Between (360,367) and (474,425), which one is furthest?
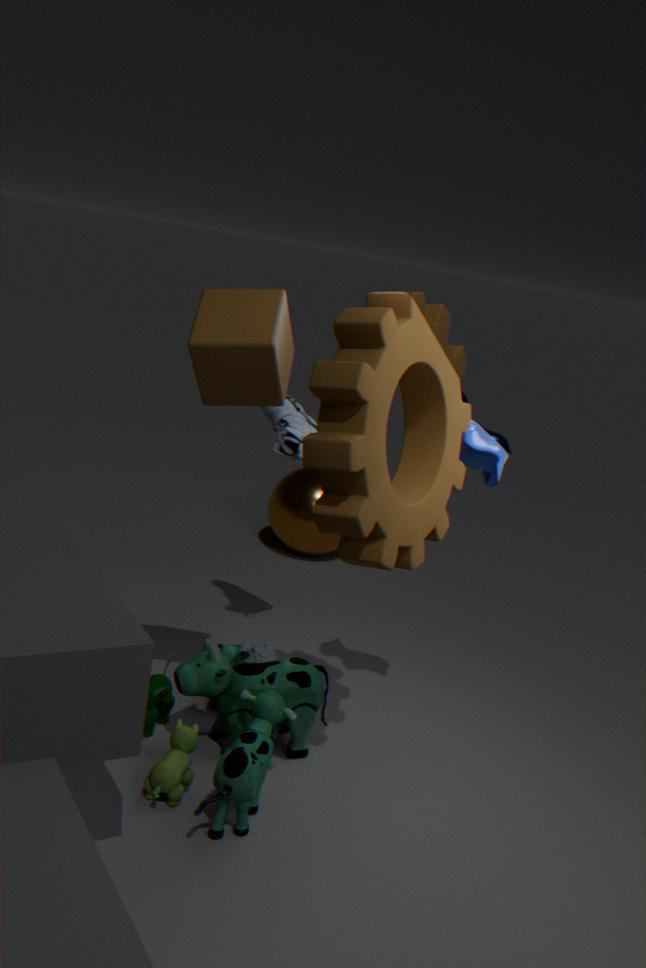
(474,425)
